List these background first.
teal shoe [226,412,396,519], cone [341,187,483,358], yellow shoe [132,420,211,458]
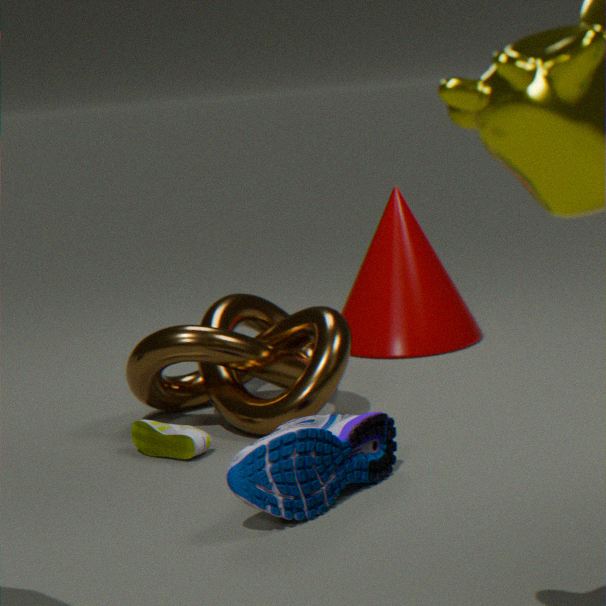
cone [341,187,483,358] < yellow shoe [132,420,211,458] < teal shoe [226,412,396,519]
